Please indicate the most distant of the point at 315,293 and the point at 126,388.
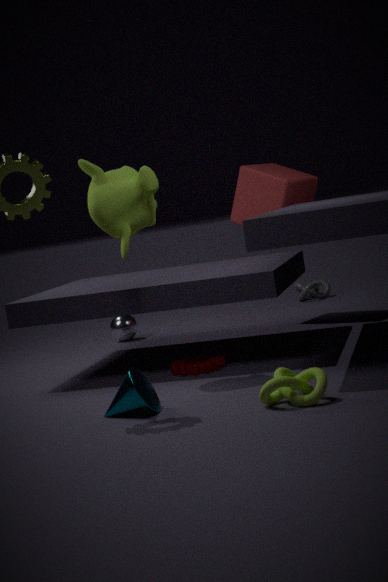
the point at 315,293
